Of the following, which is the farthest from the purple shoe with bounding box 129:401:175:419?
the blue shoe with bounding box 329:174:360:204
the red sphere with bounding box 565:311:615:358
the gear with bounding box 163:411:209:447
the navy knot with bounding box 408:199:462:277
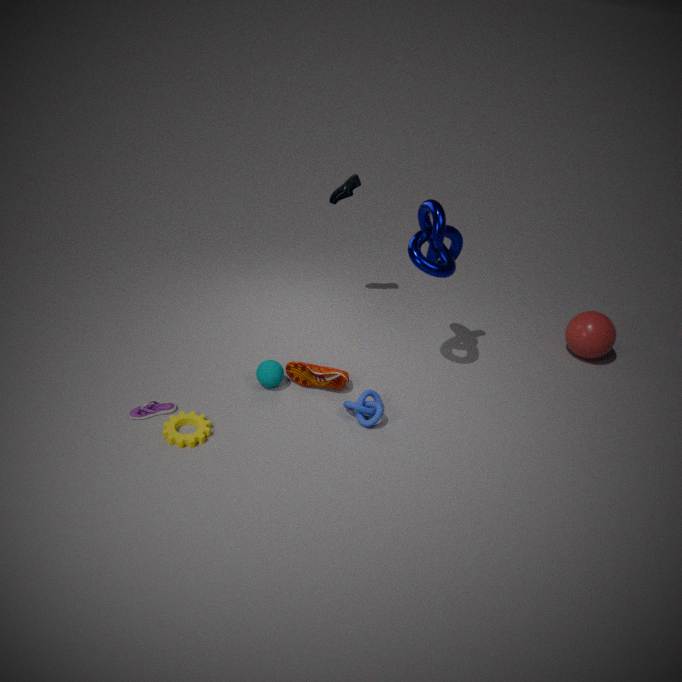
the red sphere with bounding box 565:311:615:358
